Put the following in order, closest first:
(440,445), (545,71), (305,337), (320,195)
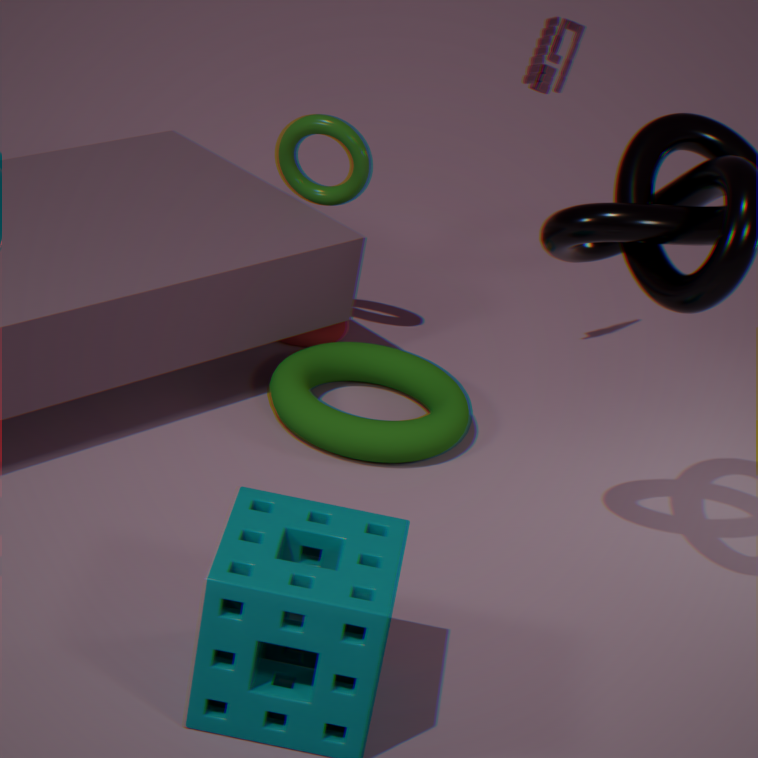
(440,445)
(545,71)
(320,195)
(305,337)
